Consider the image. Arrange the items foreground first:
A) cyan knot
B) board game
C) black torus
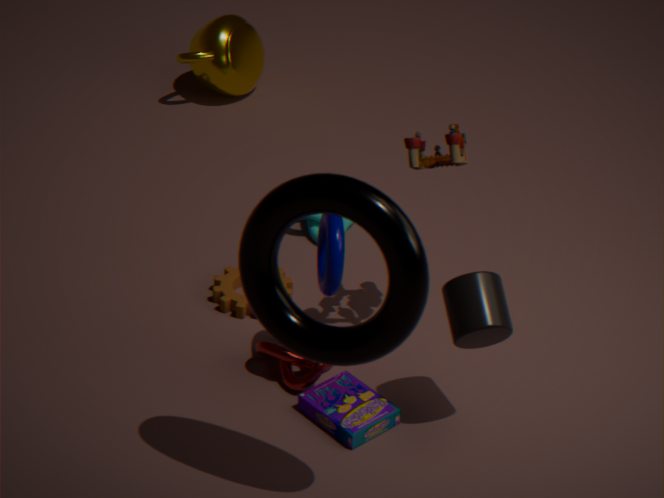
black torus, board game, cyan knot
